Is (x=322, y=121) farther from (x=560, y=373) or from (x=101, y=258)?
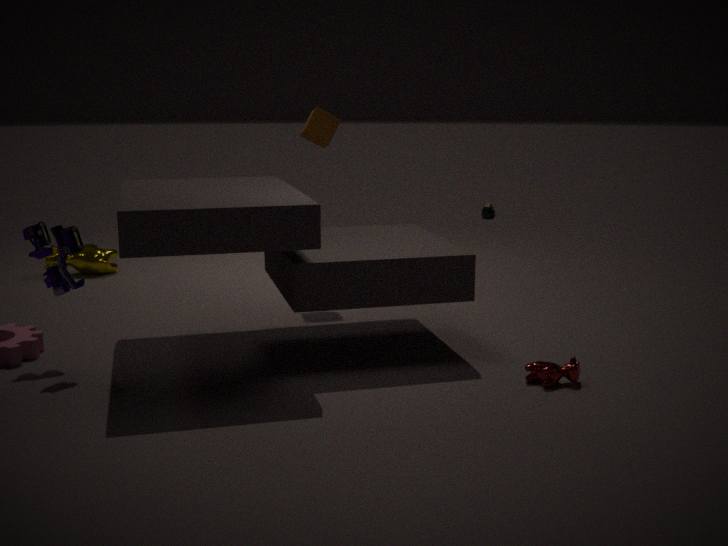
(x=560, y=373)
